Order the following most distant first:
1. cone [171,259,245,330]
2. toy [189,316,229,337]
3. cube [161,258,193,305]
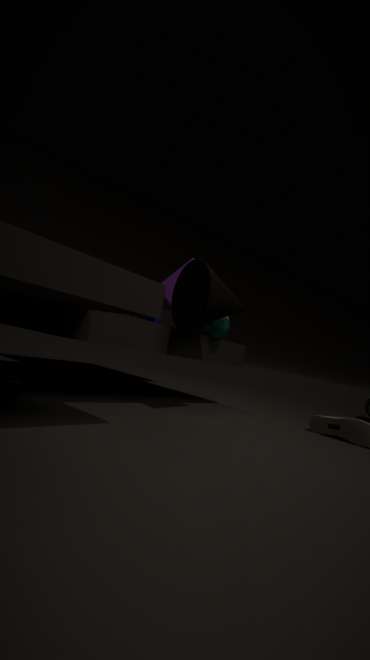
cube [161,258,193,305], toy [189,316,229,337], cone [171,259,245,330]
